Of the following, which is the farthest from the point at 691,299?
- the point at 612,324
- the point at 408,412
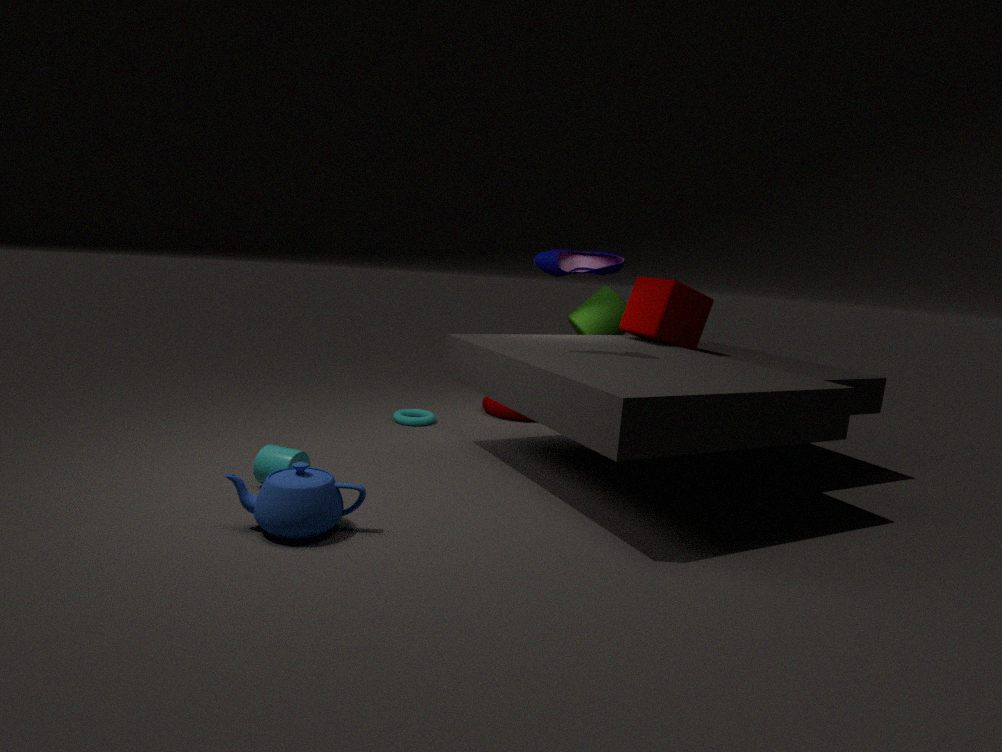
the point at 408,412
